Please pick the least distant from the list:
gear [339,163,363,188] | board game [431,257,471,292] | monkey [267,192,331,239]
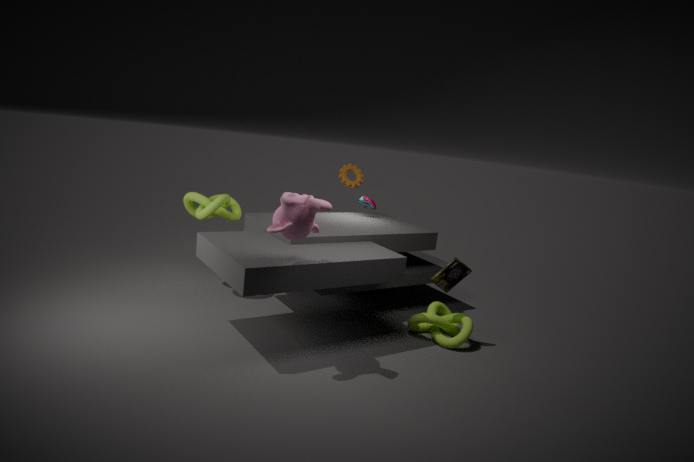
monkey [267,192,331,239]
